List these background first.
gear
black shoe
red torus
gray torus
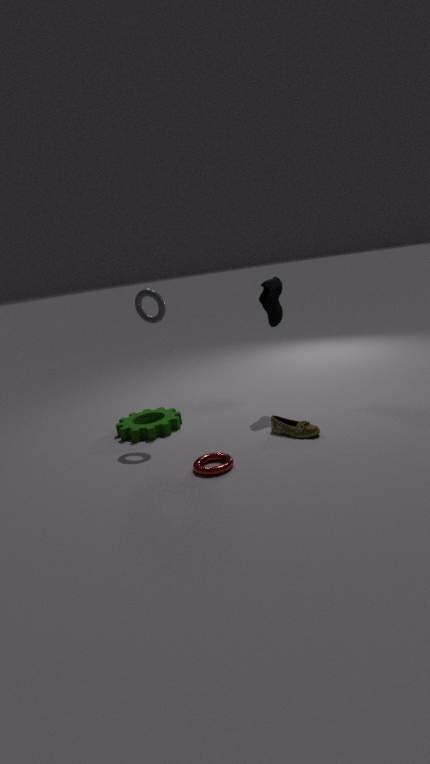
black shoe → gear → gray torus → red torus
